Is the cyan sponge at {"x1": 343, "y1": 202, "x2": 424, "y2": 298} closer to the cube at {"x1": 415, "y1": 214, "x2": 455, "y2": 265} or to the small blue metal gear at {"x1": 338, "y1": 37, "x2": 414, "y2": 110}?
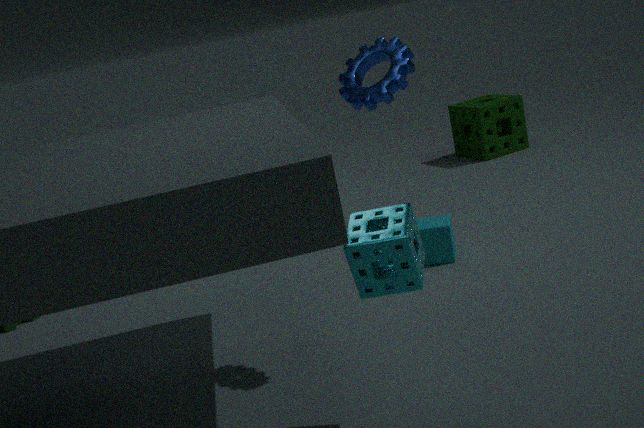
the small blue metal gear at {"x1": 338, "y1": 37, "x2": 414, "y2": 110}
